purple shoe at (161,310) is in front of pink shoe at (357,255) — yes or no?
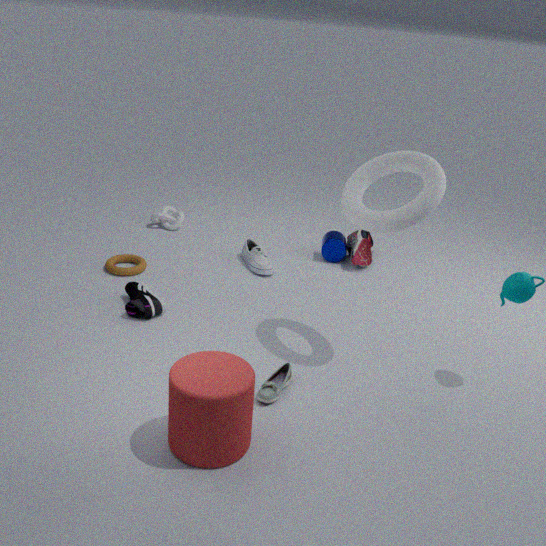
Yes
